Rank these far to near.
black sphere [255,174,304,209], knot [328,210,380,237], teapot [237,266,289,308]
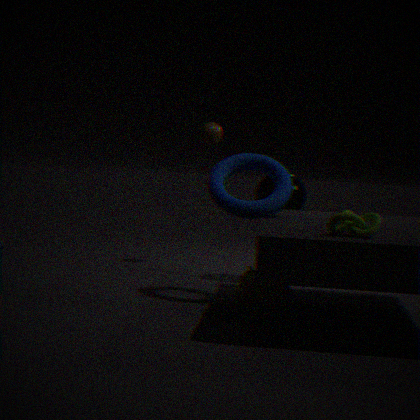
black sphere [255,174,304,209]
teapot [237,266,289,308]
knot [328,210,380,237]
